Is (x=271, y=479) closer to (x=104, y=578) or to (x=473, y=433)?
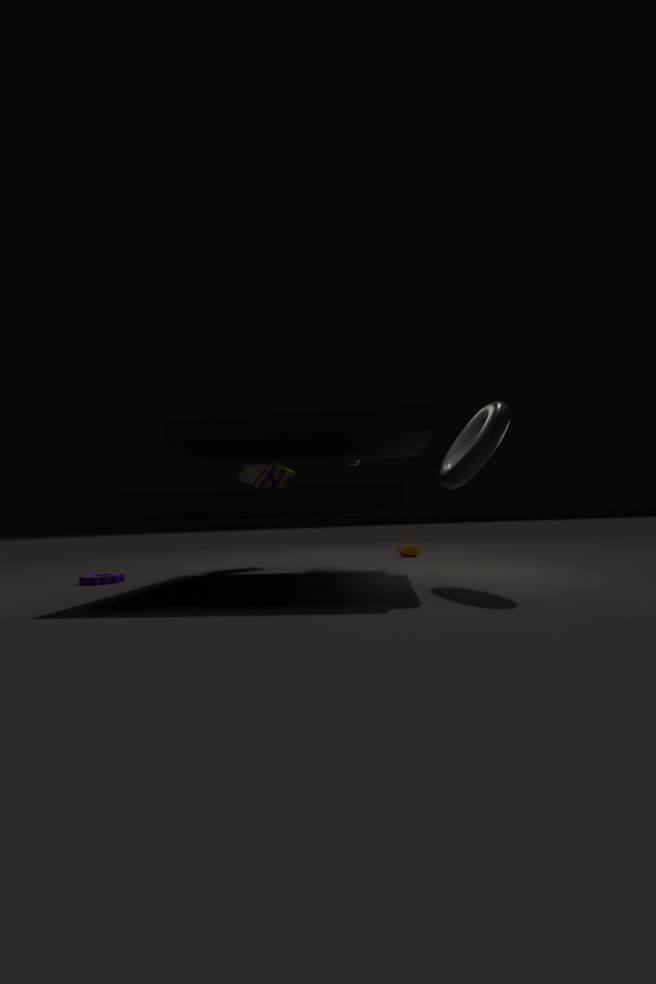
(x=104, y=578)
